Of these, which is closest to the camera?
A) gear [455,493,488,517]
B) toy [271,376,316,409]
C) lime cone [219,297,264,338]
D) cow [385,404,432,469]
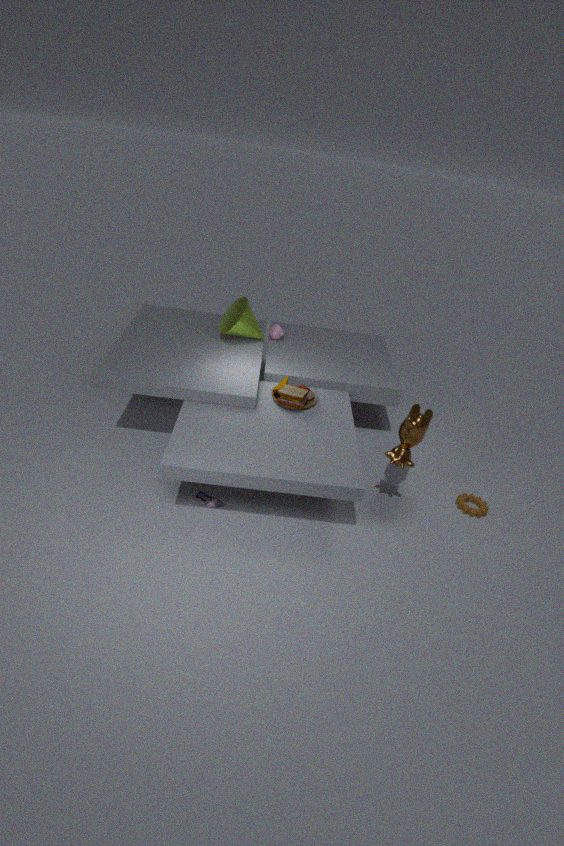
cow [385,404,432,469]
